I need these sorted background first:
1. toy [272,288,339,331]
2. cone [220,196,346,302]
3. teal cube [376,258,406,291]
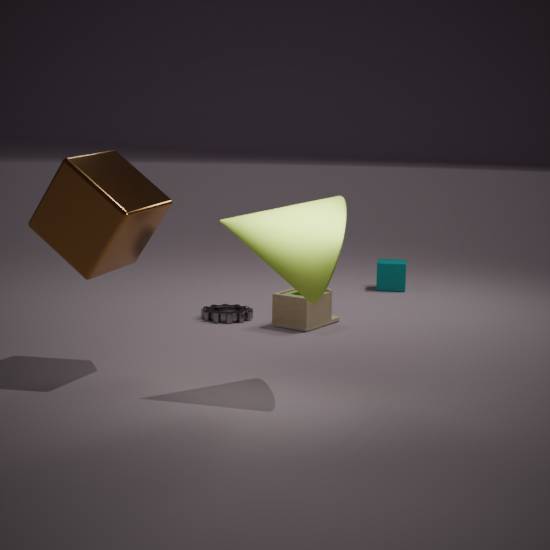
teal cube [376,258,406,291]
toy [272,288,339,331]
cone [220,196,346,302]
